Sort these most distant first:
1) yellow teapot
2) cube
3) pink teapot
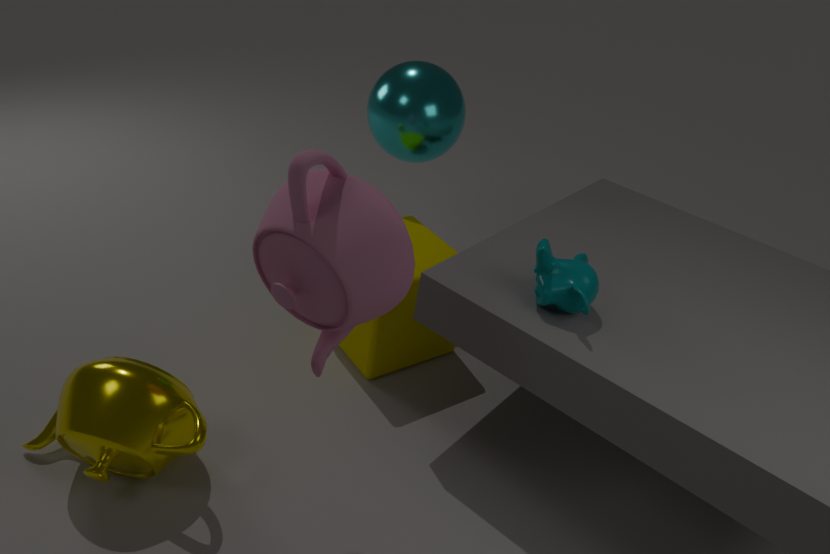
1. 2. cube
2. 1. yellow teapot
3. 3. pink teapot
